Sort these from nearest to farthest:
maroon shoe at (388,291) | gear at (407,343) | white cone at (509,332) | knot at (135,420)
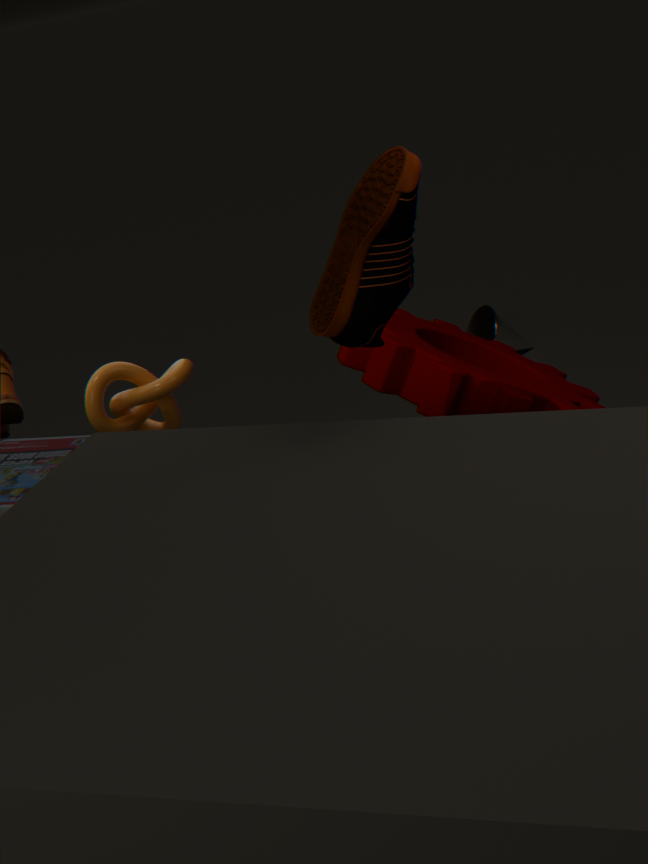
1. maroon shoe at (388,291)
2. gear at (407,343)
3. knot at (135,420)
4. white cone at (509,332)
